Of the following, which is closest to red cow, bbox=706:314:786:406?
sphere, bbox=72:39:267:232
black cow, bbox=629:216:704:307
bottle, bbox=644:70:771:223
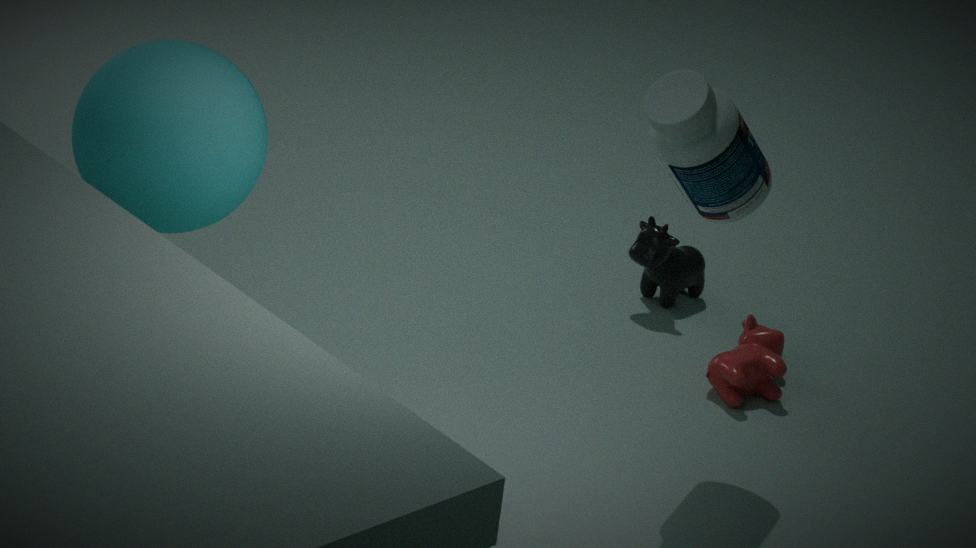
black cow, bbox=629:216:704:307
